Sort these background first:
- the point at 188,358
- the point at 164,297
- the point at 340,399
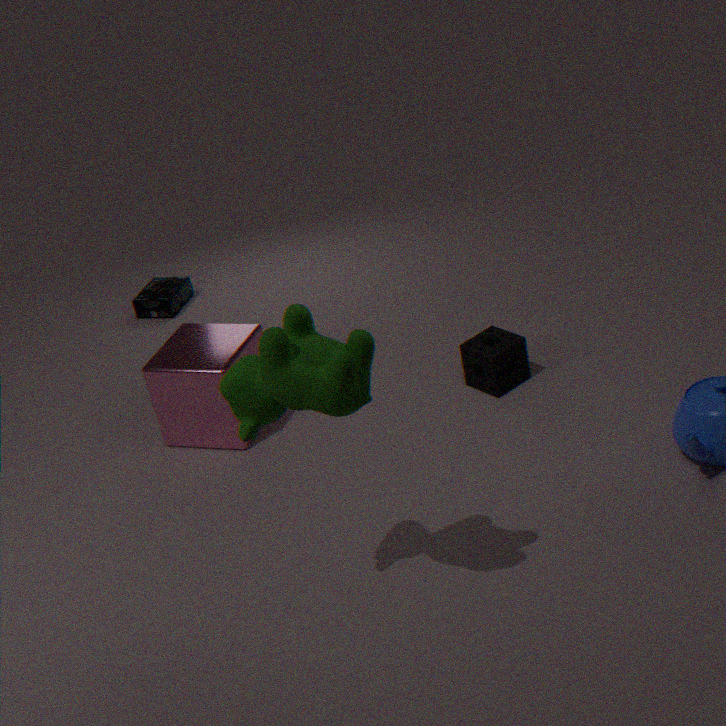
1. the point at 164,297
2. the point at 188,358
3. the point at 340,399
